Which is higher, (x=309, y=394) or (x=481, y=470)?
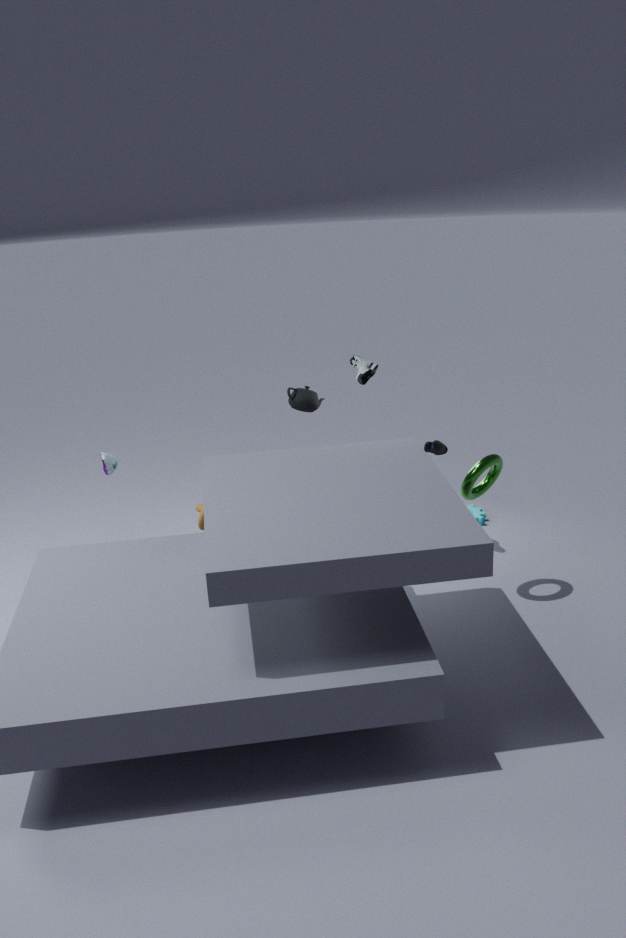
(x=309, y=394)
